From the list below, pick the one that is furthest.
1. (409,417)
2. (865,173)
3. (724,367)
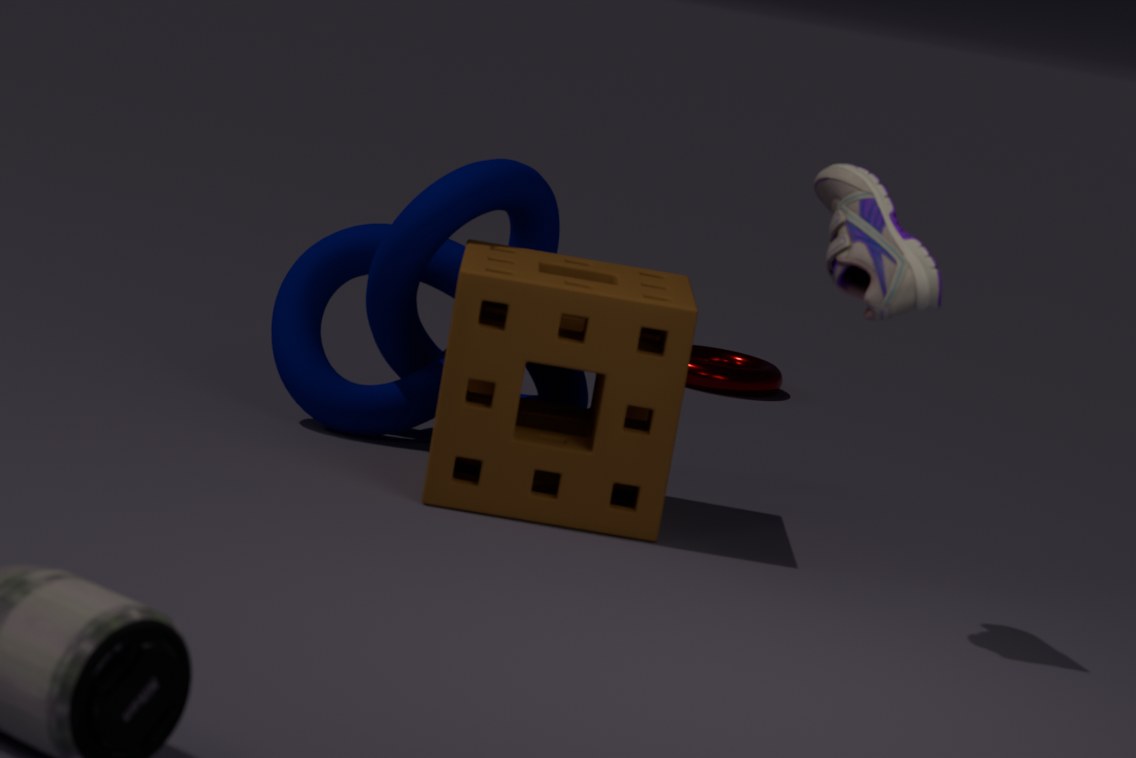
(724,367)
